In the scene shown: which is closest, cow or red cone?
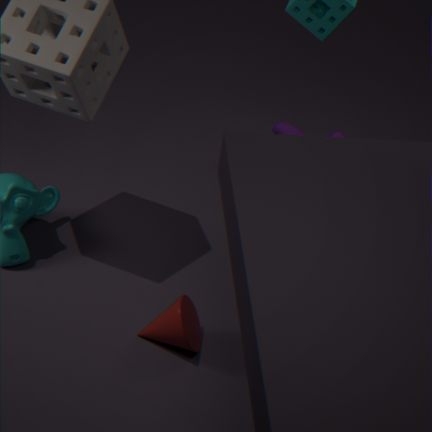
red cone
